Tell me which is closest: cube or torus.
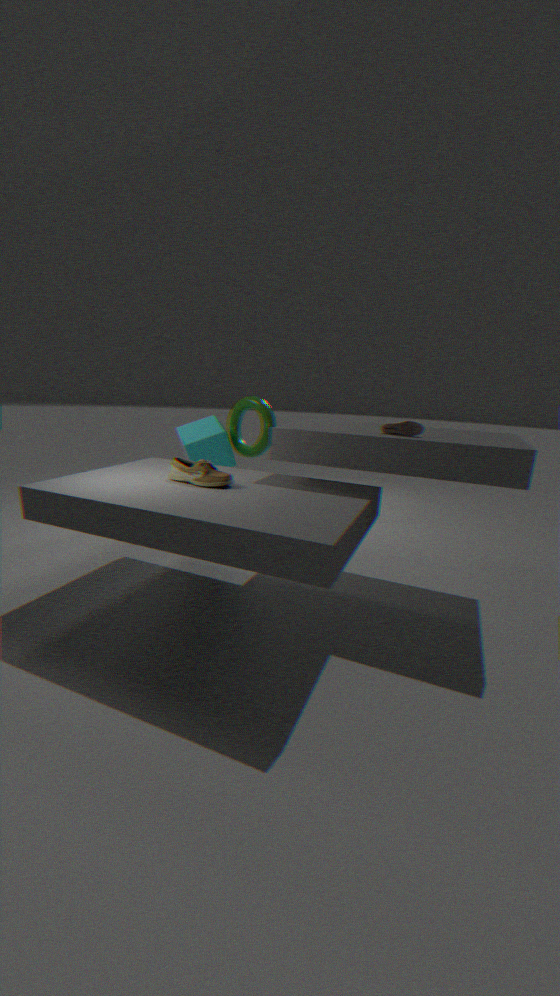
cube
